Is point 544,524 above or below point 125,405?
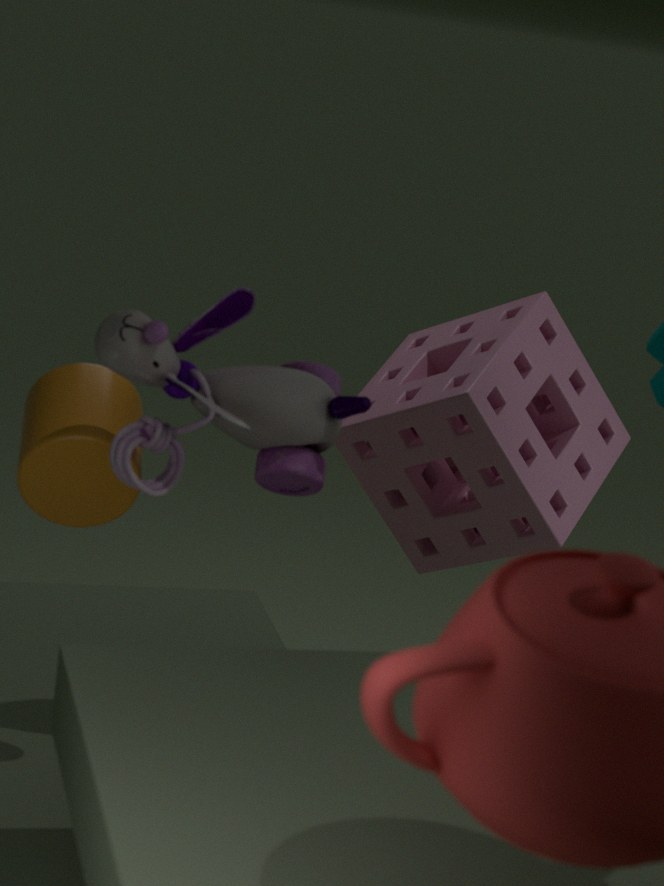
below
